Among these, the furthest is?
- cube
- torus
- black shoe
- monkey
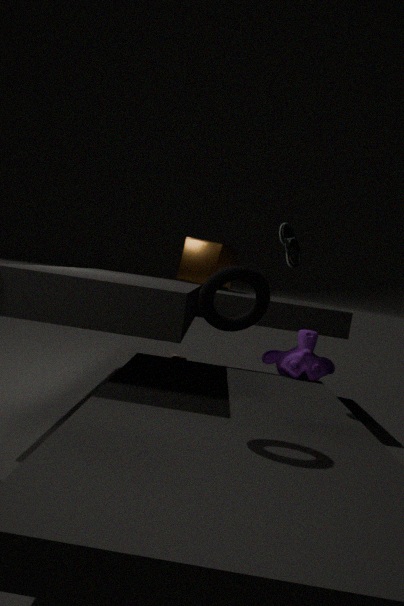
cube
